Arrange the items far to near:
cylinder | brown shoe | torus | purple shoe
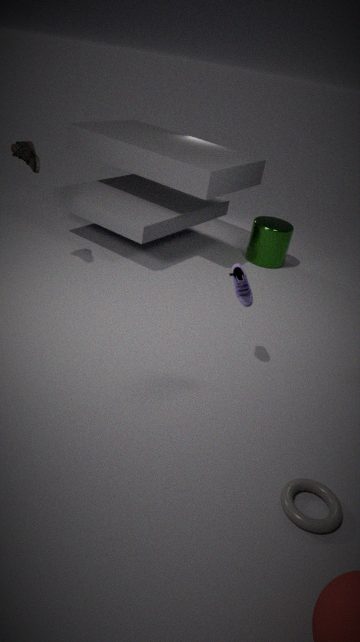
cylinder < brown shoe < purple shoe < torus
